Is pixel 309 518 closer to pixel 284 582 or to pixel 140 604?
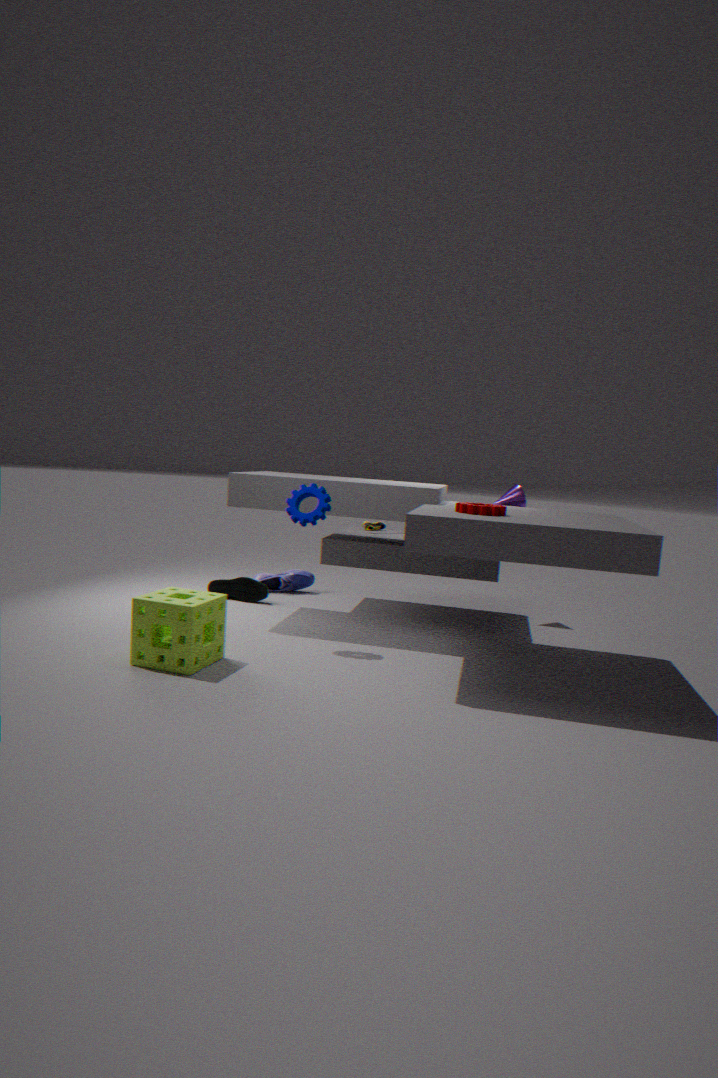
pixel 140 604
